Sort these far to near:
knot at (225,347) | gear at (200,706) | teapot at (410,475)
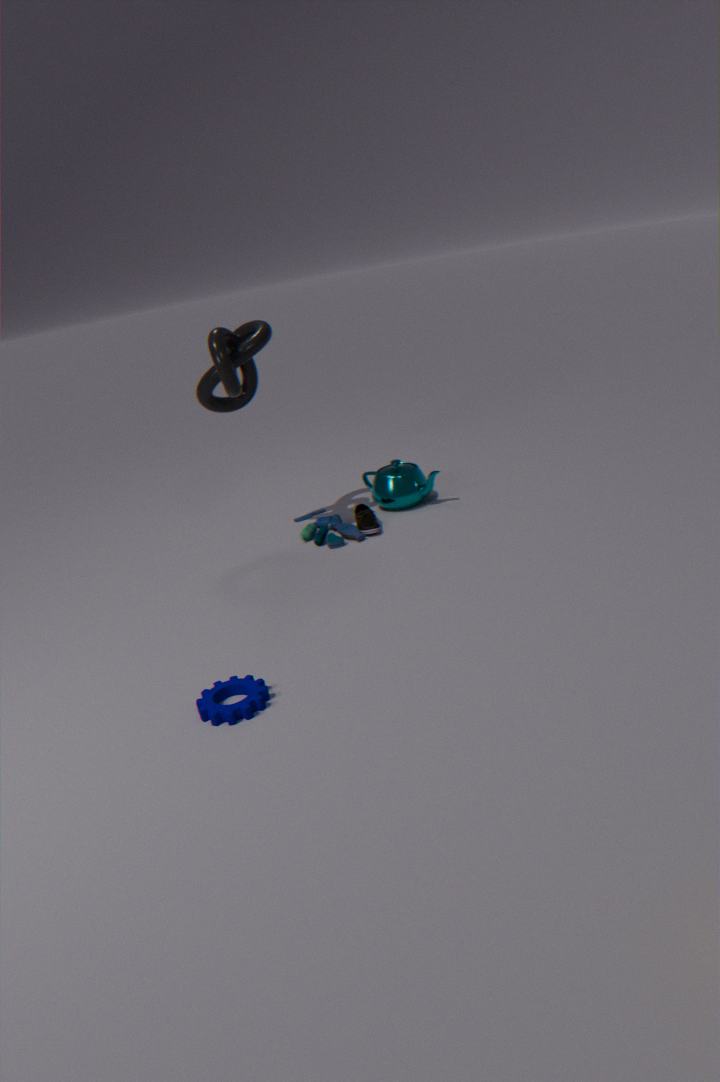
1. teapot at (410,475)
2. knot at (225,347)
3. gear at (200,706)
